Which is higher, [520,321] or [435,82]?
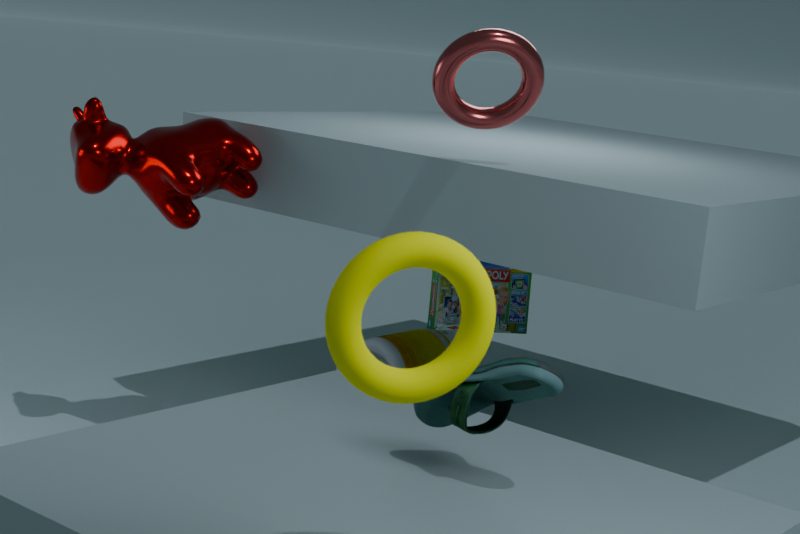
[435,82]
